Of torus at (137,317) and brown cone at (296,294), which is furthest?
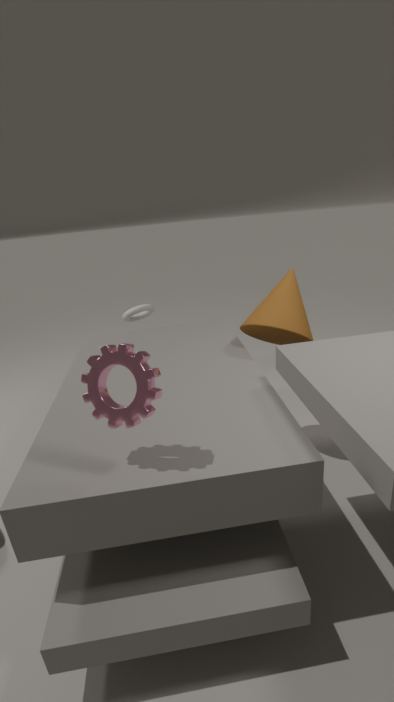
torus at (137,317)
